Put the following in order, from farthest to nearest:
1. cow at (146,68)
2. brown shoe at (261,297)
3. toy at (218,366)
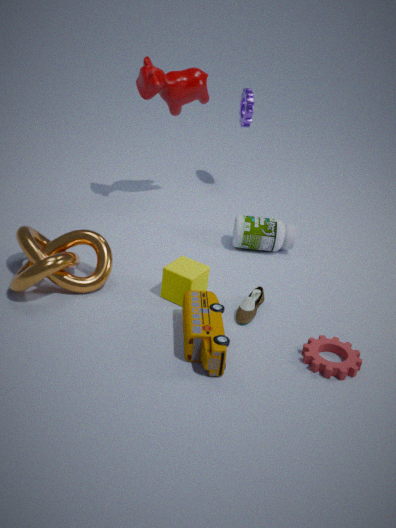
cow at (146,68) < brown shoe at (261,297) < toy at (218,366)
